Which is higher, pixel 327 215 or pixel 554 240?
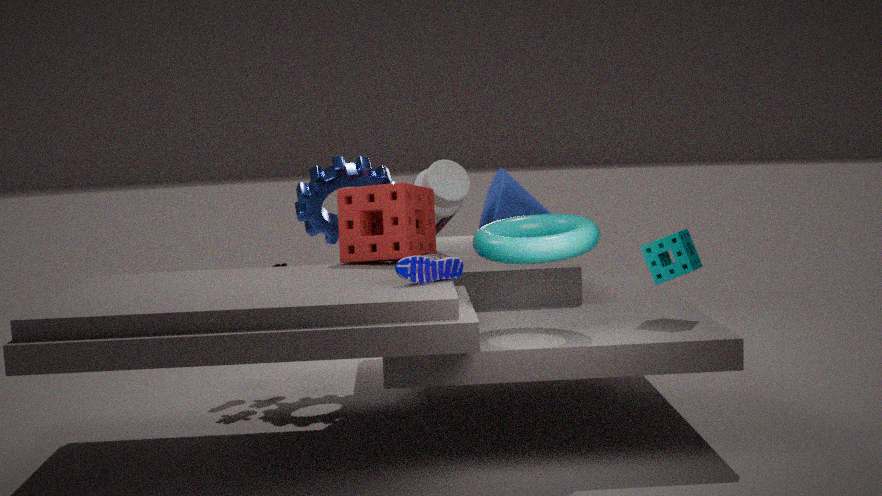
pixel 327 215
